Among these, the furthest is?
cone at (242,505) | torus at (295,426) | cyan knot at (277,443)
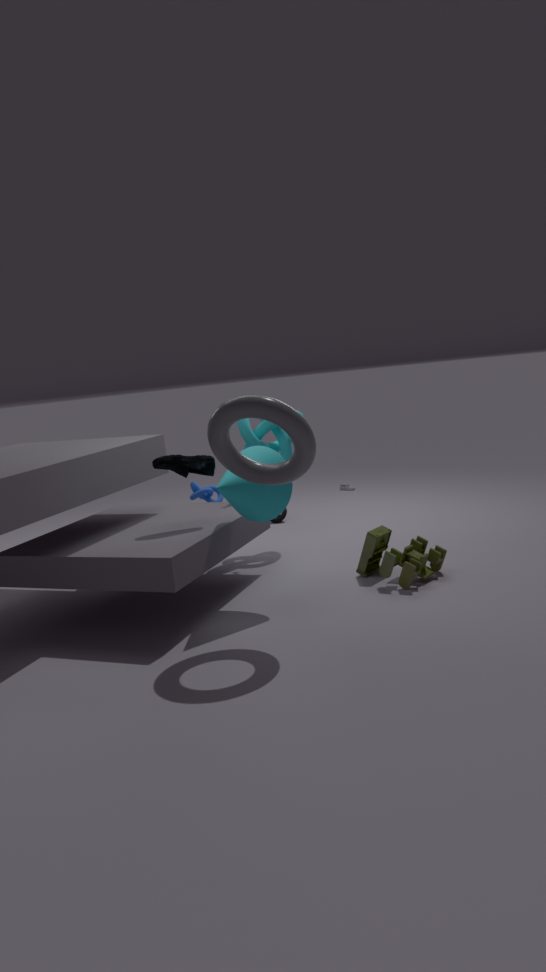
cyan knot at (277,443)
